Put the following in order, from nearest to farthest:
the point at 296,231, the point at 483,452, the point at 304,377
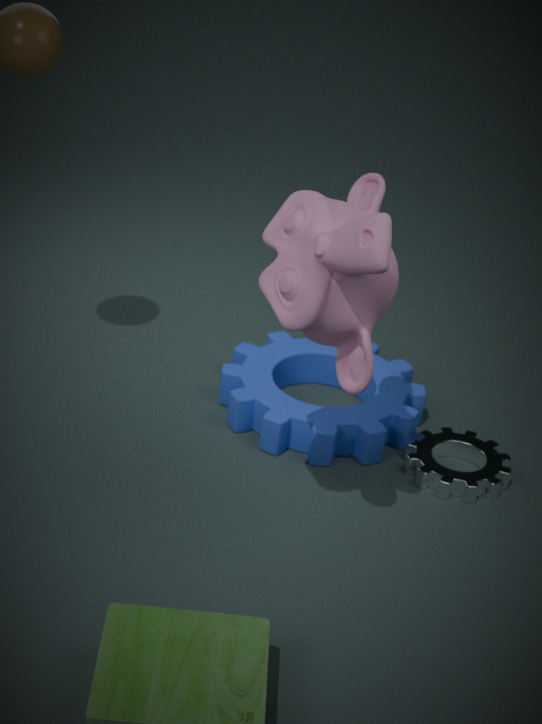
1. the point at 296,231
2. the point at 483,452
3. the point at 304,377
